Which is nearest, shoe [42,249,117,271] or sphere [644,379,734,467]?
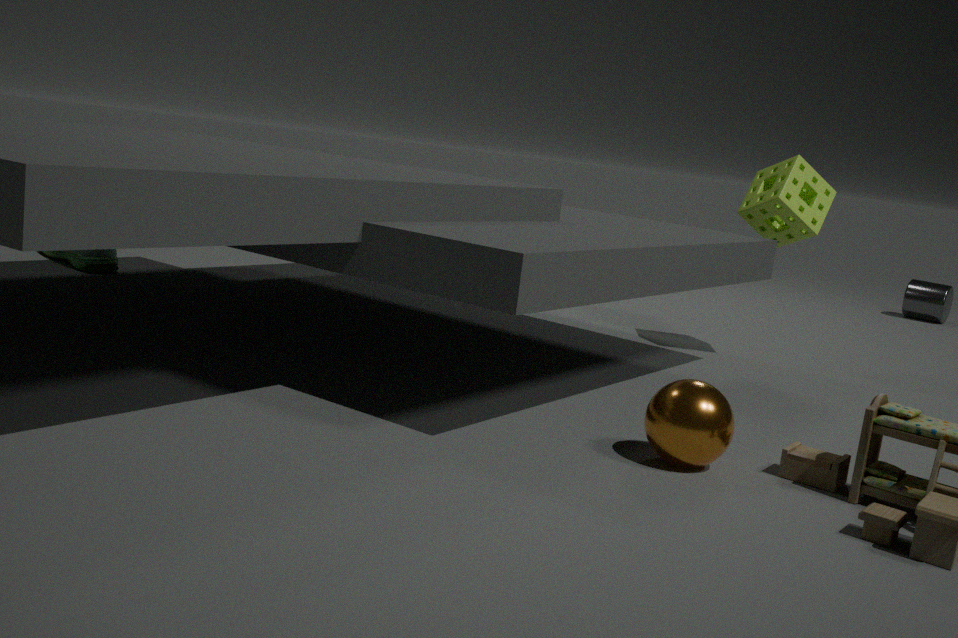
sphere [644,379,734,467]
